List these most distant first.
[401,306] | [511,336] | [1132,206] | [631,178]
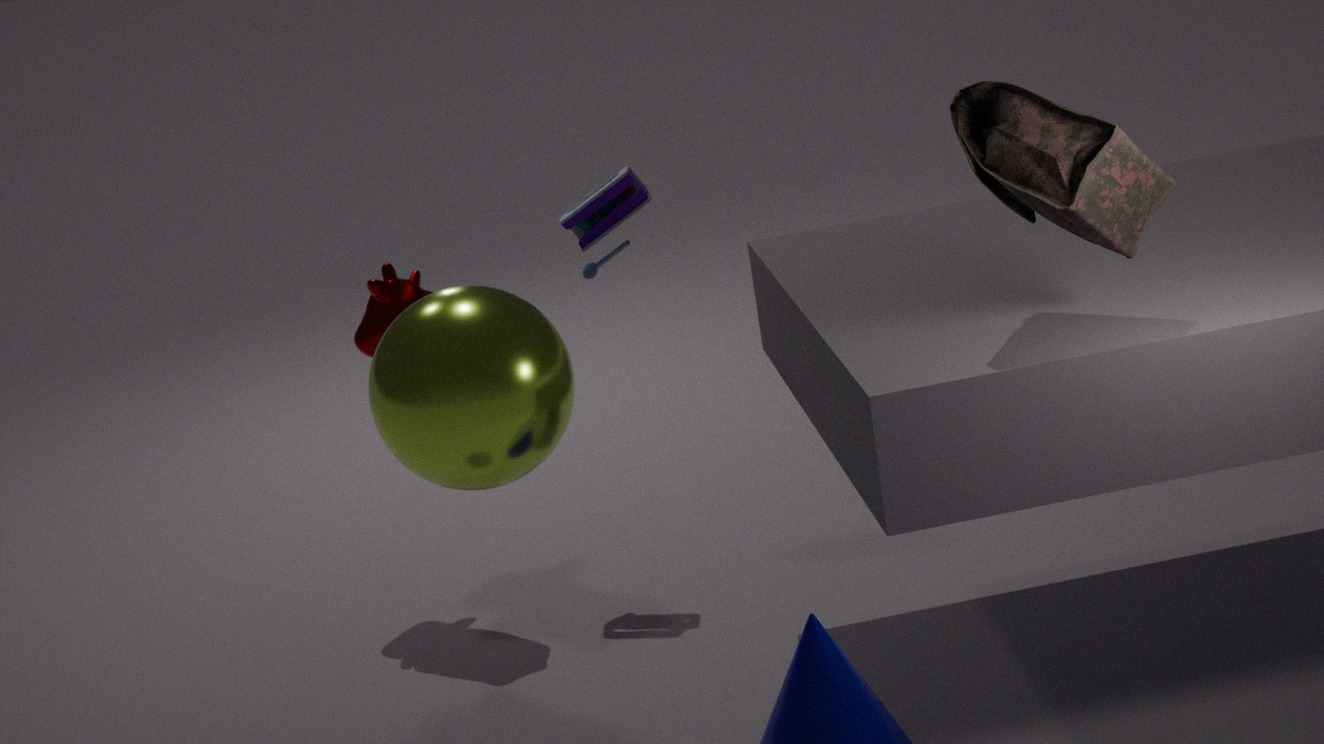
[401,306] < [631,178] < [511,336] < [1132,206]
